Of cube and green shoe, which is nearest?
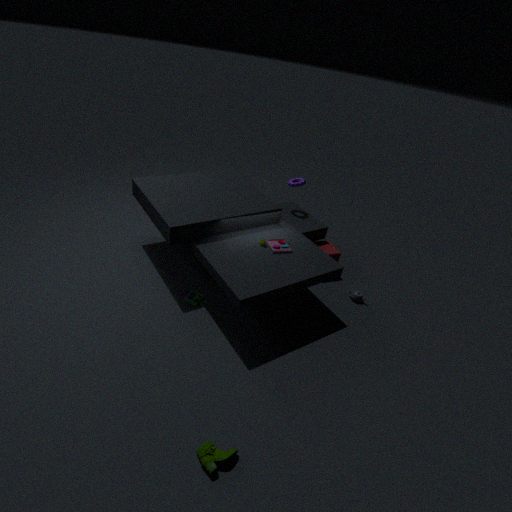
green shoe
